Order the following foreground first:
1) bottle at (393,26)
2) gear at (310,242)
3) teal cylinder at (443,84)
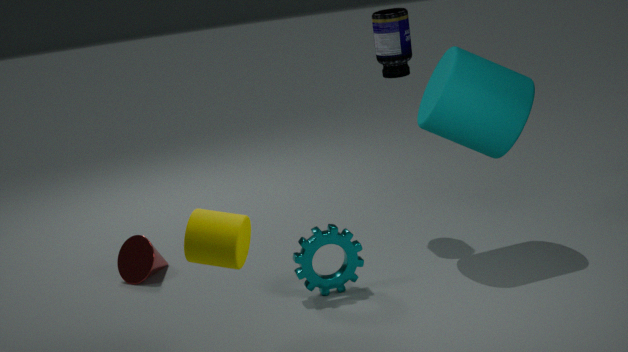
2. gear at (310,242) → 3. teal cylinder at (443,84) → 1. bottle at (393,26)
